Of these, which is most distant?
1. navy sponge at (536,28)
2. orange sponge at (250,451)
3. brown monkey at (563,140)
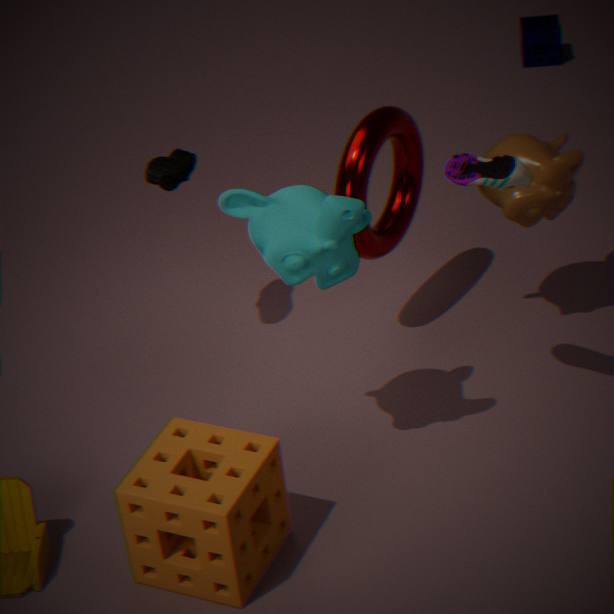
navy sponge at (536,28)
